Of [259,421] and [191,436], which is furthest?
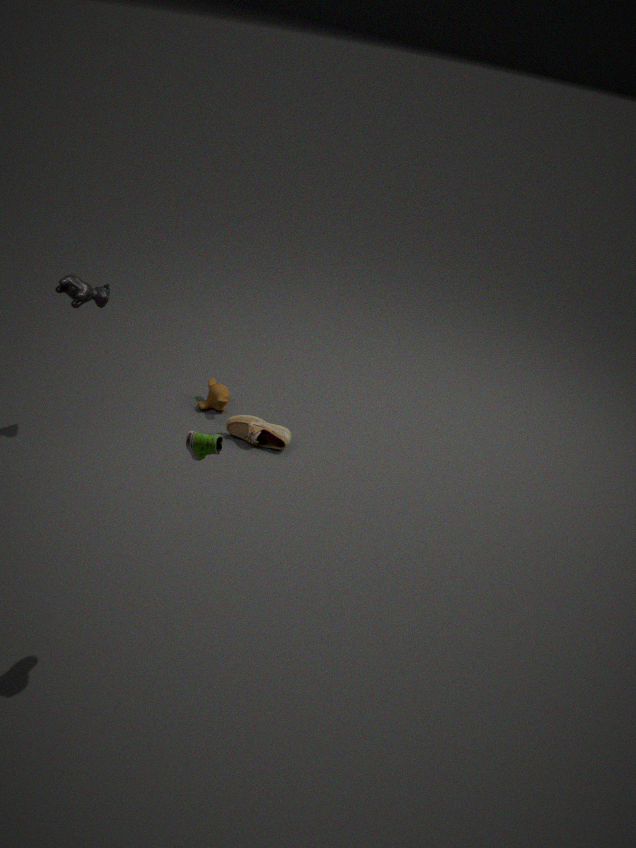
[259,421]
